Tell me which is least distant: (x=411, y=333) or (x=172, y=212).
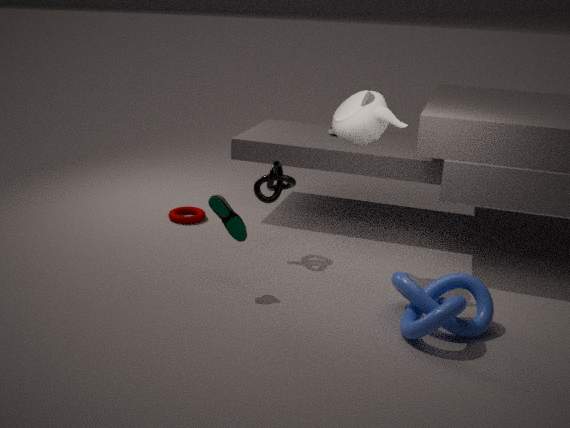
(x=411, y=333)
